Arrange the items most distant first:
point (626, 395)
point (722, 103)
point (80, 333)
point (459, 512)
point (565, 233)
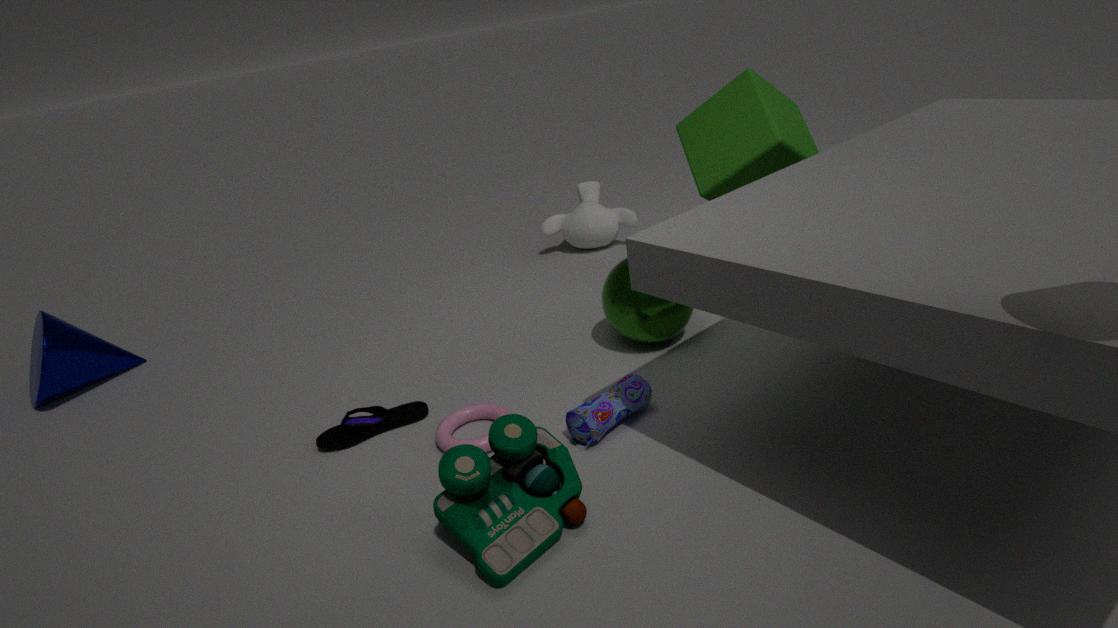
point (565, 233) < point (80, 333) < point (722, 103) < point (626, 395) < point (459, 512)
